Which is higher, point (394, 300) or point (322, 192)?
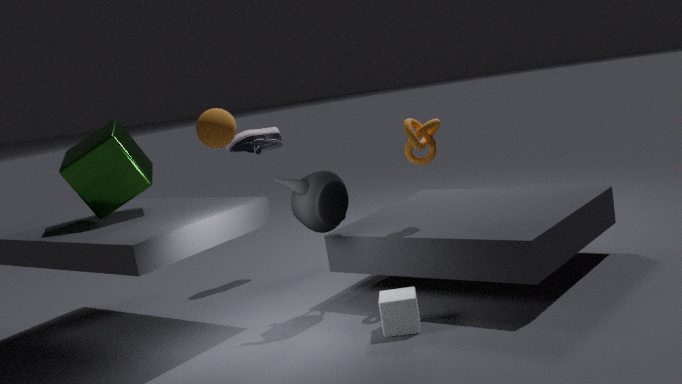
point (322, 192)
